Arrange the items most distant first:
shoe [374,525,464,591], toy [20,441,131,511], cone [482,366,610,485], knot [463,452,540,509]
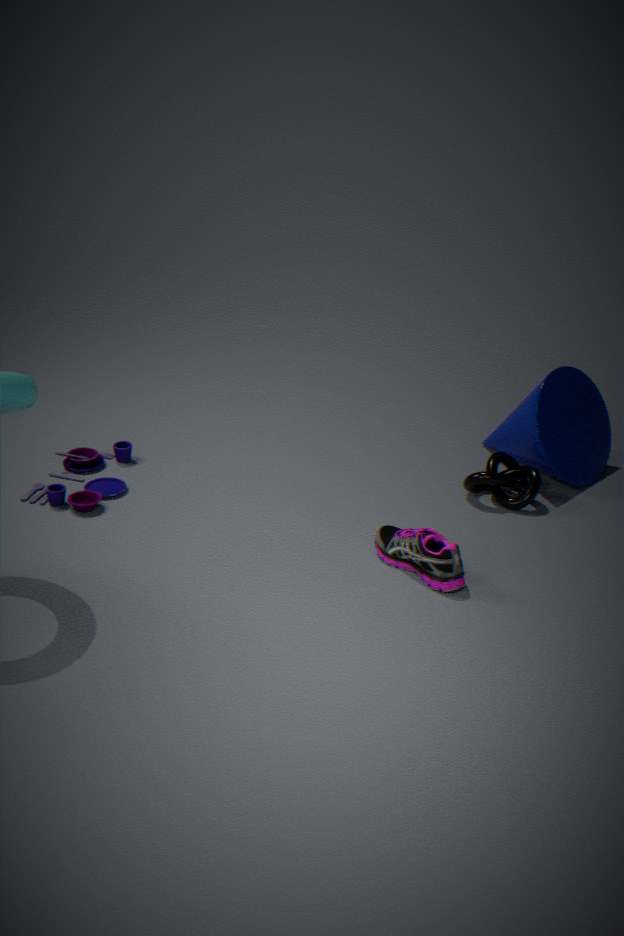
cone [482,366,610,485] → knot [463,452,540,509] → toy [20,441,131,511] → shoe [374,525,464,591]
